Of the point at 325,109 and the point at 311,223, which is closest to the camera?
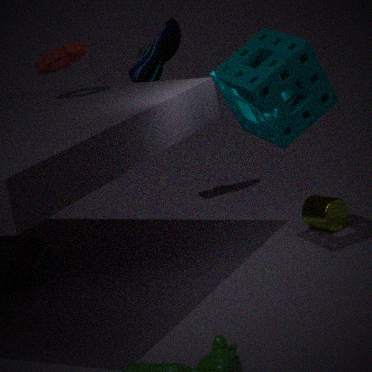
the point at 325,109
